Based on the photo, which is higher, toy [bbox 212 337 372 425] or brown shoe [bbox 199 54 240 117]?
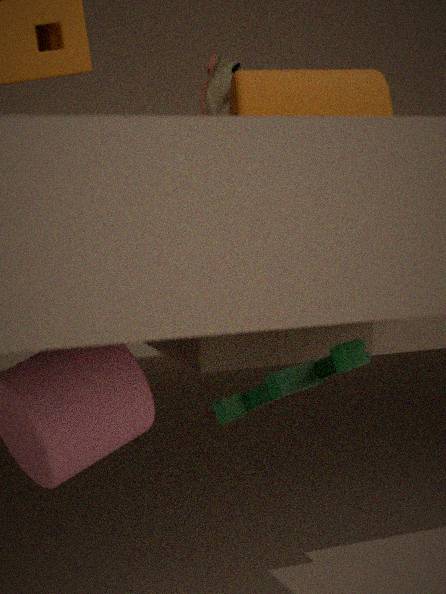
brown shoe [bbox 199 54 240 117]
